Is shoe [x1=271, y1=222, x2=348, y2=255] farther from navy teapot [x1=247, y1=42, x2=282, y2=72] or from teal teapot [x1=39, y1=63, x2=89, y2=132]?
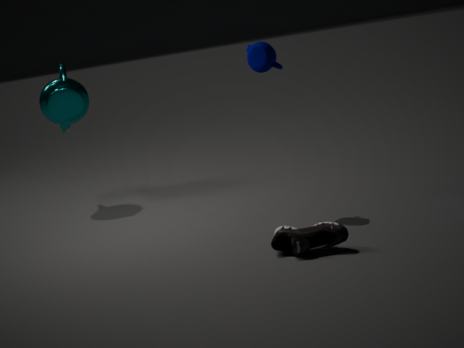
teal teapot [x1=39, y1=63, x2=89, y2=132]
